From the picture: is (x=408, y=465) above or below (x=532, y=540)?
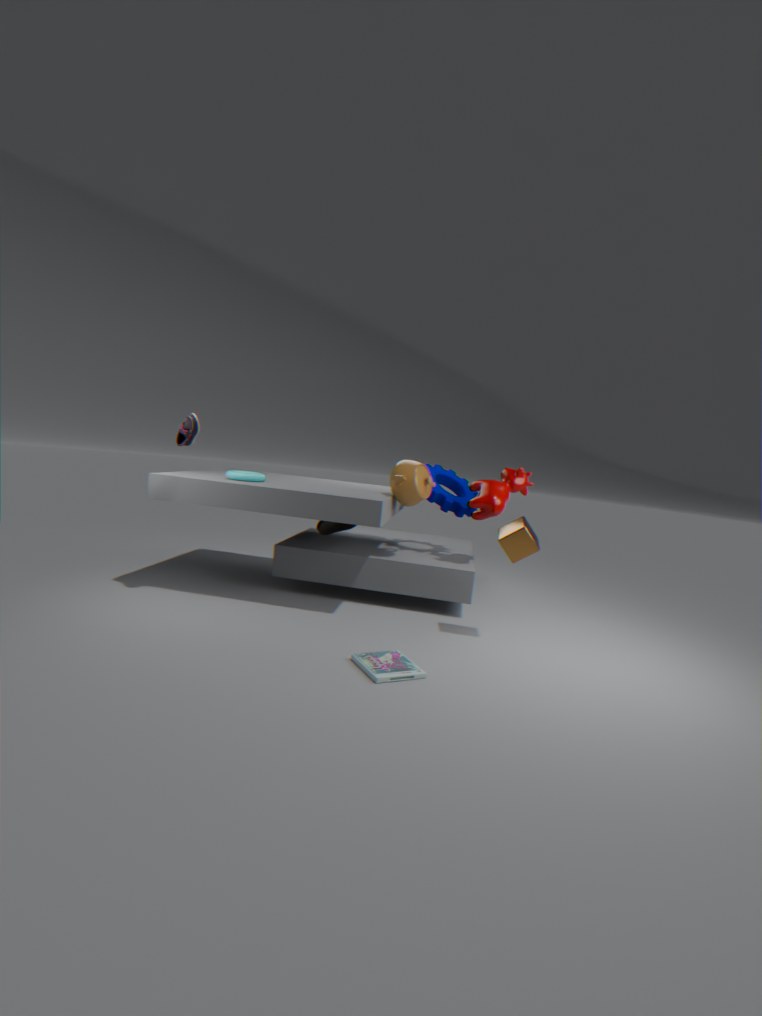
above
